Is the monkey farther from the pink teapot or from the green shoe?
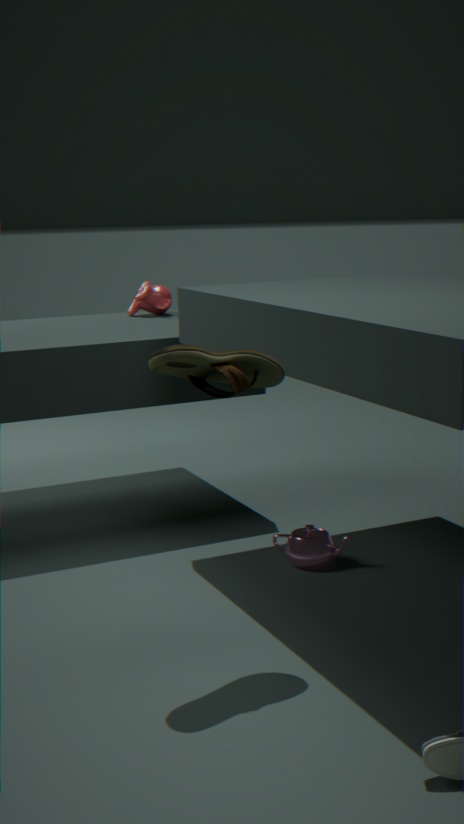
the green shoe
